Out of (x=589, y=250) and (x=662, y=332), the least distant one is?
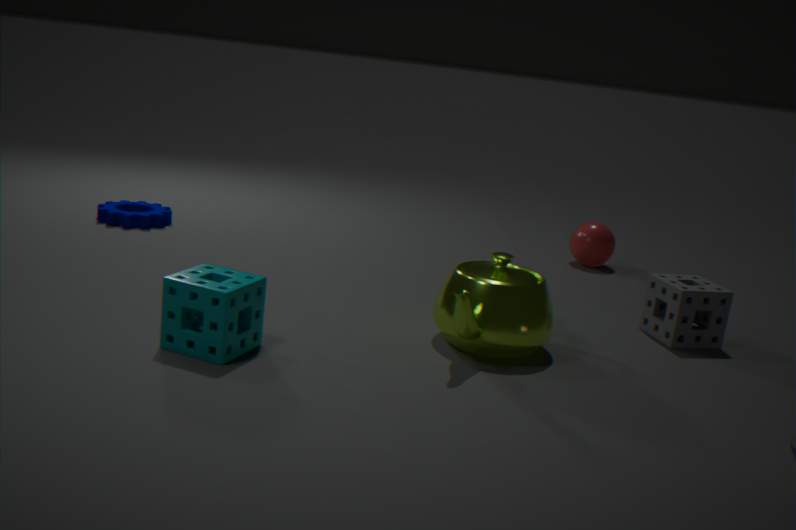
(x=662, y=332)
